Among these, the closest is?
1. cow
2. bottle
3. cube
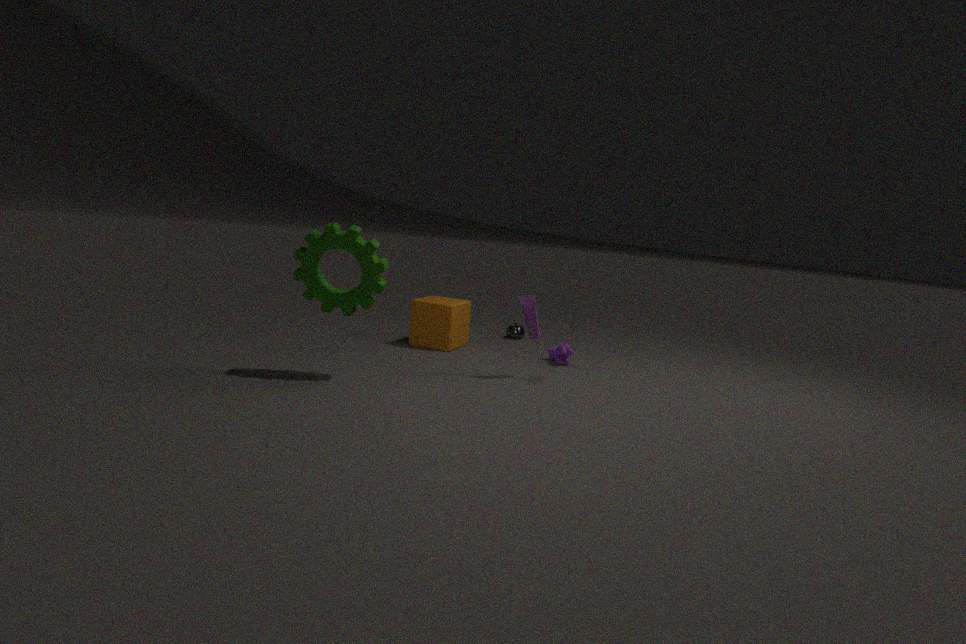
bottle
